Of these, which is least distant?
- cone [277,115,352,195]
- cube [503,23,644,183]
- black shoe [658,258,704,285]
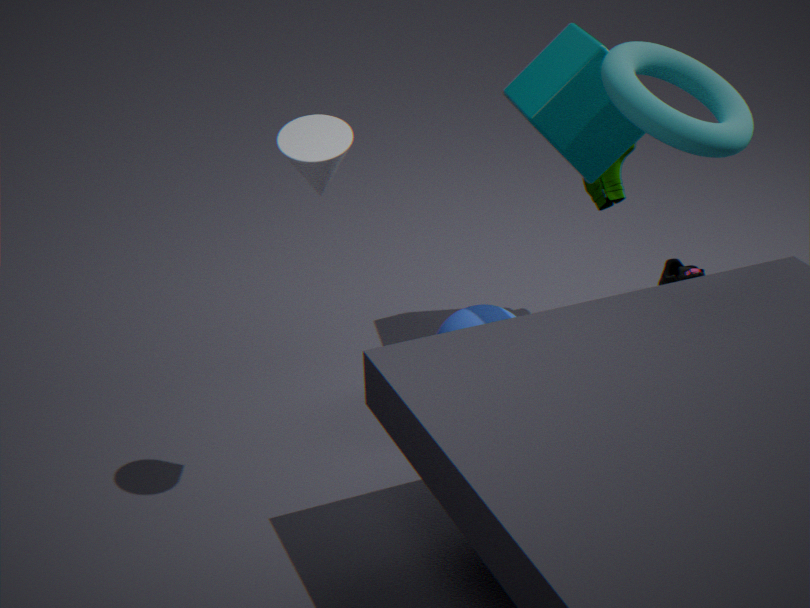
cone [277,115,352,195]
